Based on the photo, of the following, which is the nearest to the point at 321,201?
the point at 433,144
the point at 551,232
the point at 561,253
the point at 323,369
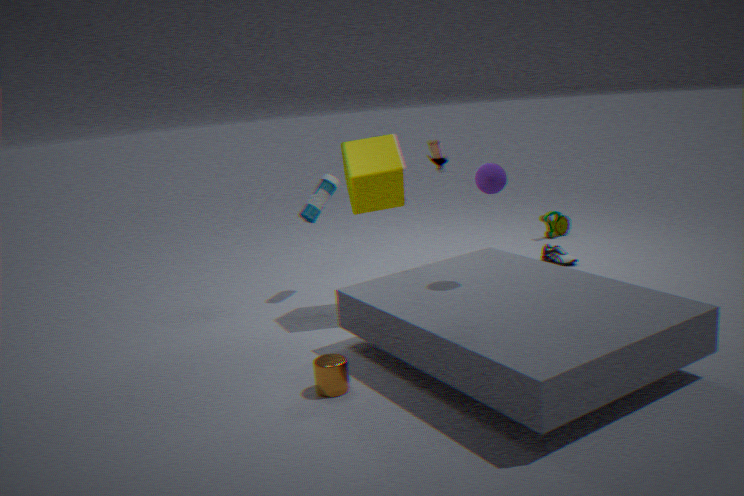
the point at 433,144
